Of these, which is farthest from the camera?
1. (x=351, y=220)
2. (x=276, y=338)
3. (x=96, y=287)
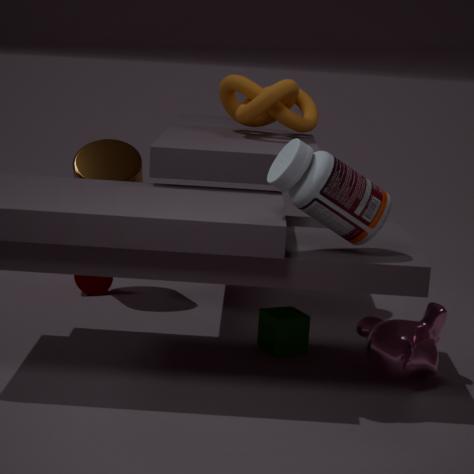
(x=96, y=287)
